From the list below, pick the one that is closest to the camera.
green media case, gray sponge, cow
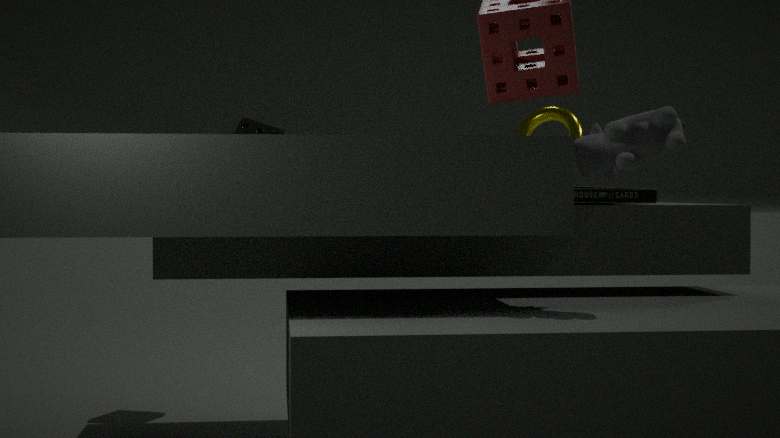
cow
